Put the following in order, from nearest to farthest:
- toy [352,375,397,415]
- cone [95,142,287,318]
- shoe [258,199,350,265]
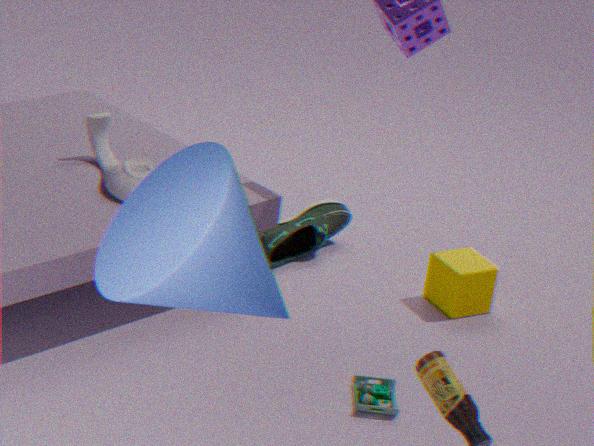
cone [95,142,287,318]
toy [352,375,397,415]
shoe [258,199,350,265]
